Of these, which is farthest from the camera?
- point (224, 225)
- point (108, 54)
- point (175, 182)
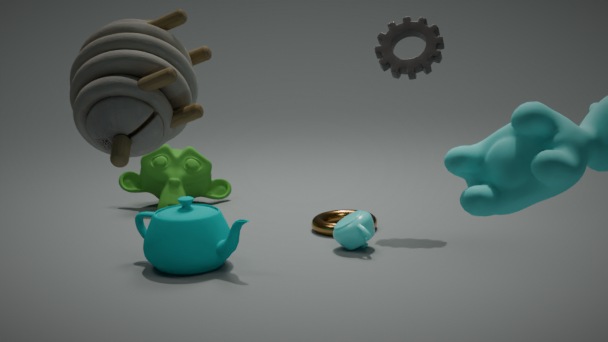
point (175, 182)
